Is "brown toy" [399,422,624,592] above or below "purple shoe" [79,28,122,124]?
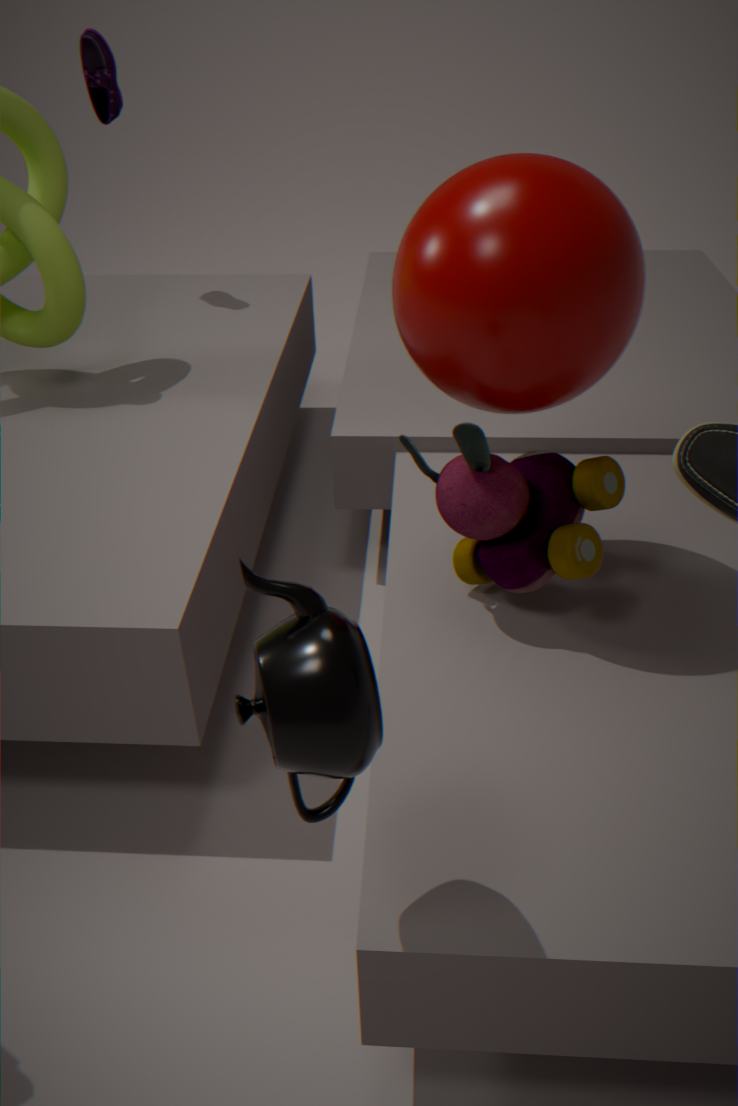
below
